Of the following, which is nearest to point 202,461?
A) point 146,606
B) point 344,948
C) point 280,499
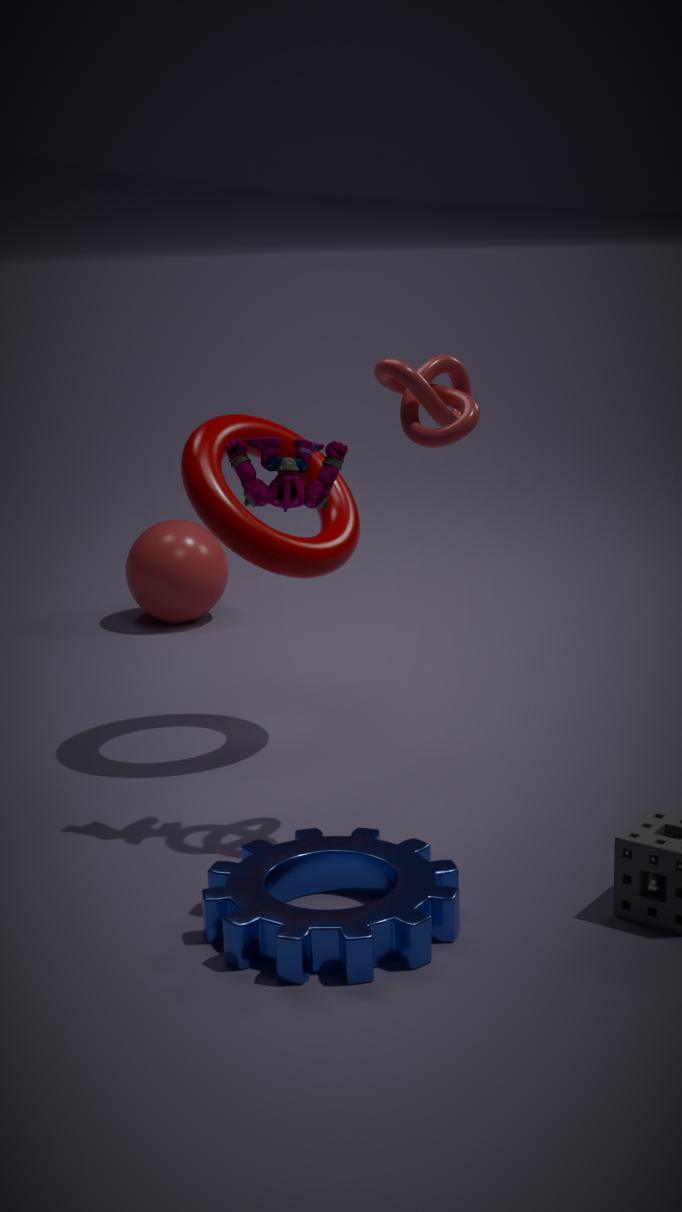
point 280,499
